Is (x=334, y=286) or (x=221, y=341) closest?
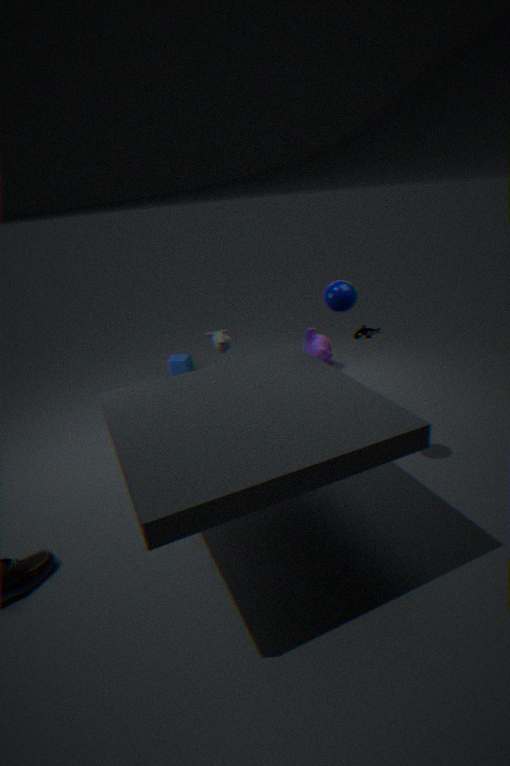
(x=334, y=286)
